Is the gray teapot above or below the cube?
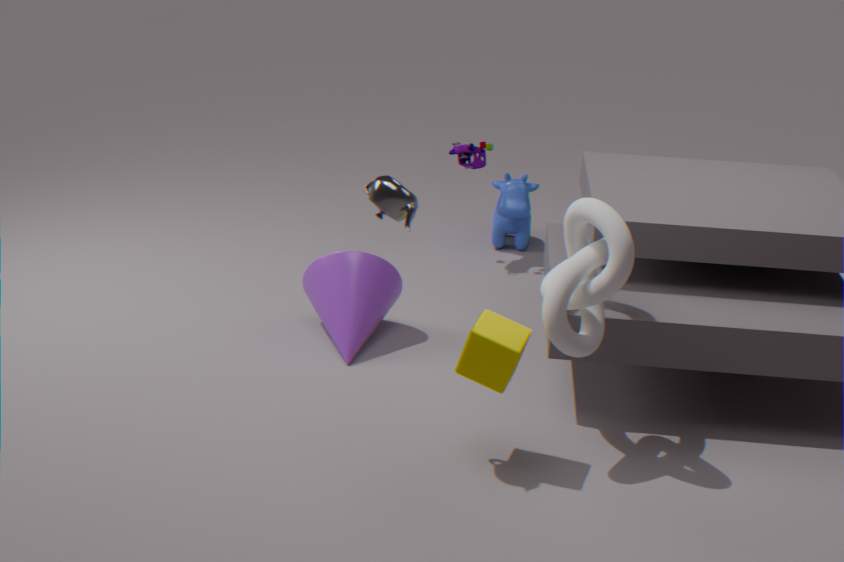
above
